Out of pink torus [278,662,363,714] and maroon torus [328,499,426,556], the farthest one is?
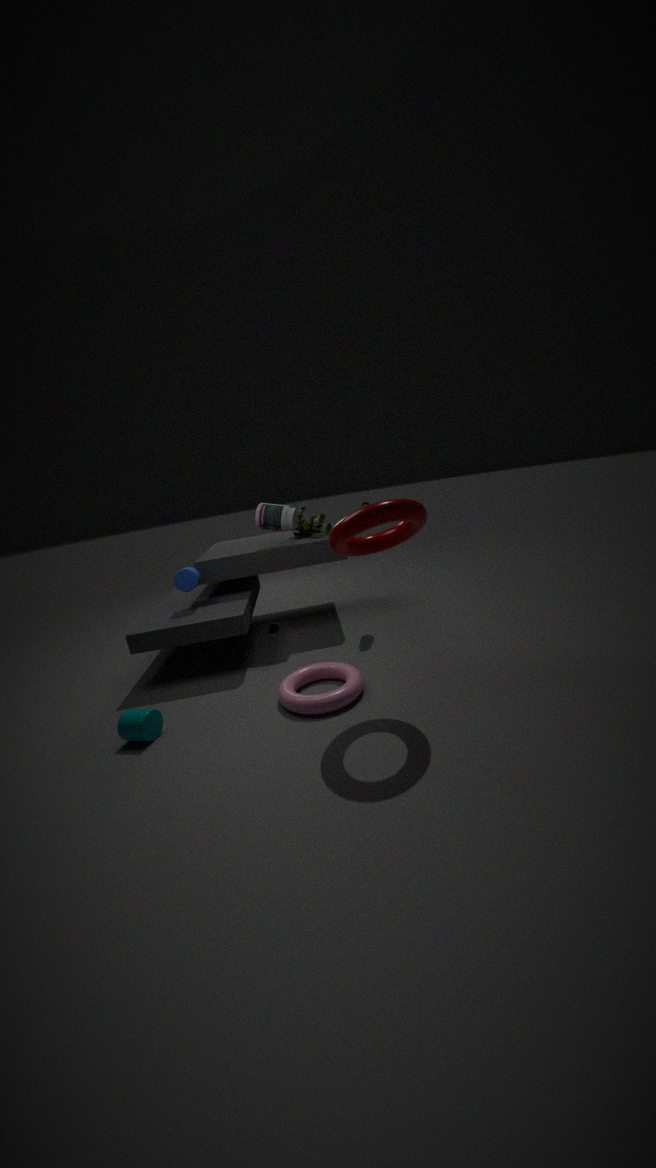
pink torus [278,662,363,714]
